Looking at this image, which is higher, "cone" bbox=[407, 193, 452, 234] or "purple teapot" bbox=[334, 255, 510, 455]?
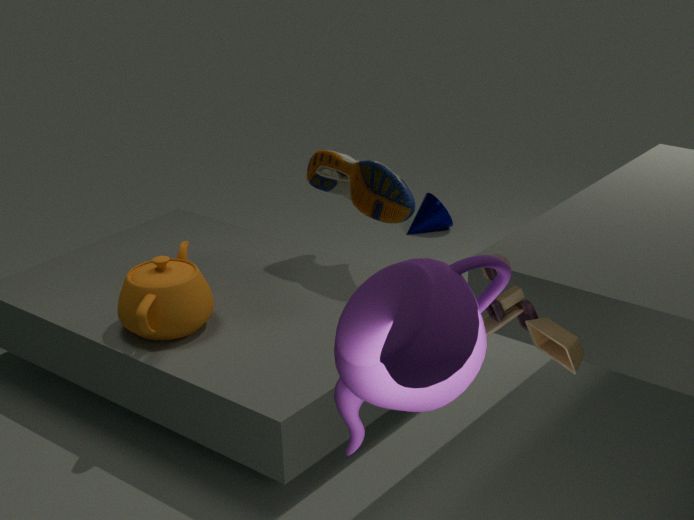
"purple teapot" bbox=[334, 255, 510, 455]
